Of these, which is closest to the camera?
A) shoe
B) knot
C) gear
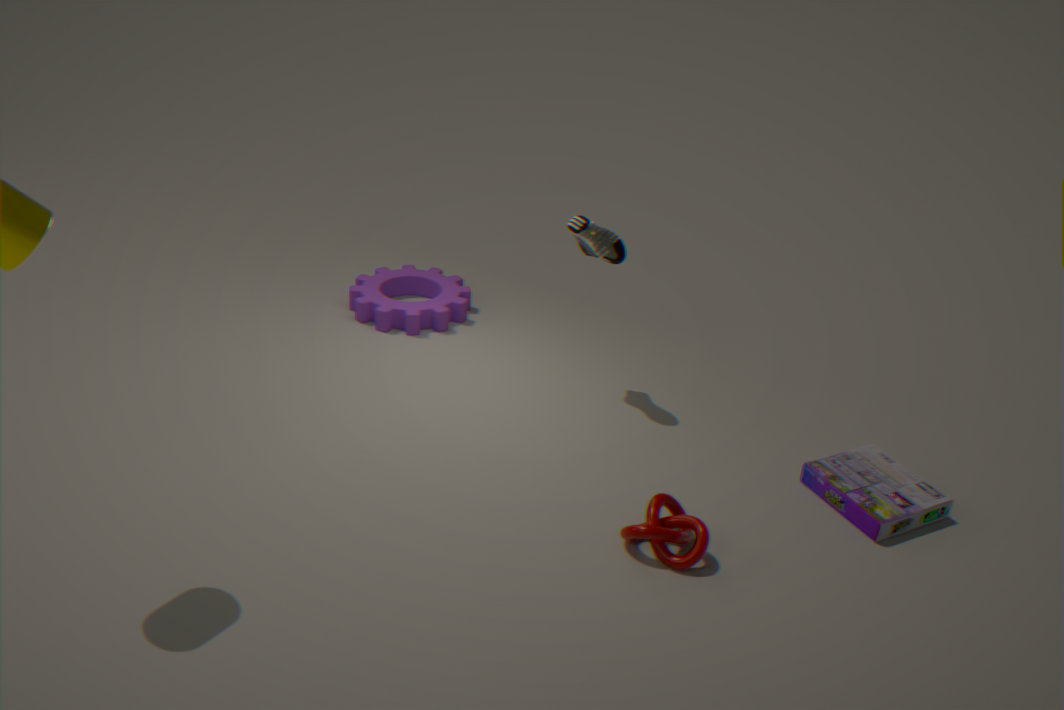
knot
